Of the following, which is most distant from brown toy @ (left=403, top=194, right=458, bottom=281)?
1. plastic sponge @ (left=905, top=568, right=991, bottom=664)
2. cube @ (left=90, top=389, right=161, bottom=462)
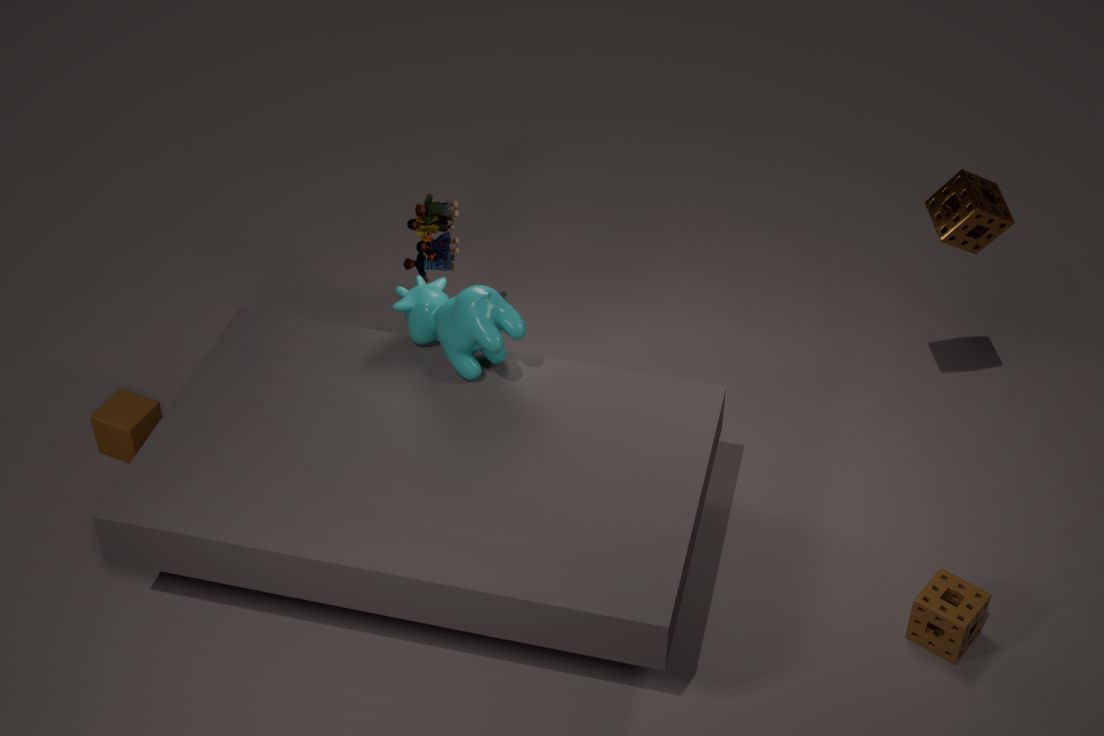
plastic sponge @ (left=905, top=568, right=991, bottom=664)
